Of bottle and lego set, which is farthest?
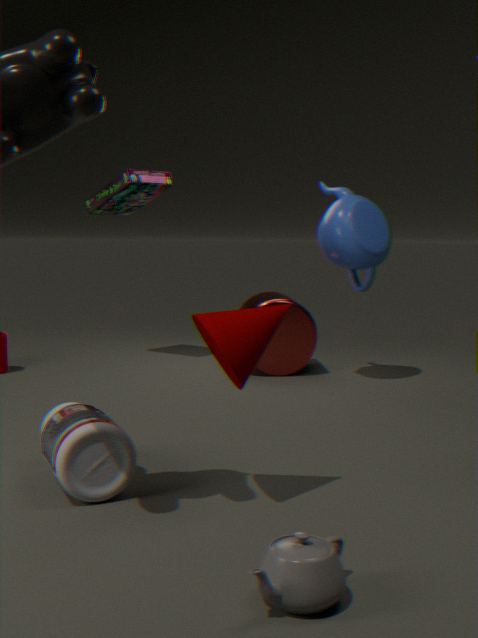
lego set
